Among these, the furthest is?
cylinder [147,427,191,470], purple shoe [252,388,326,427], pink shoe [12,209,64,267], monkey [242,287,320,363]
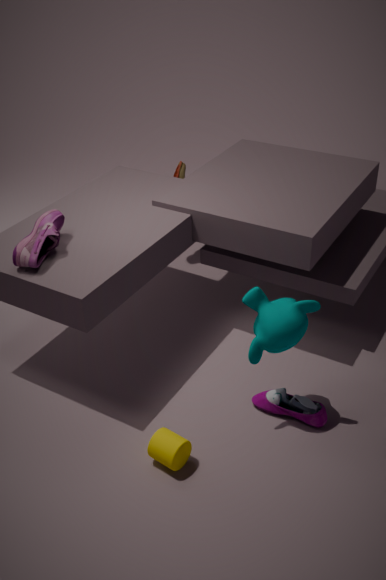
purple shoe [252,388,326,427]
